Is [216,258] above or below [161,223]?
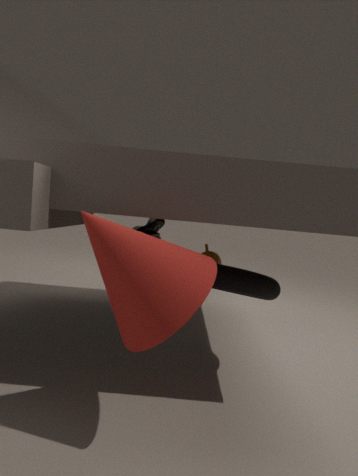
below
